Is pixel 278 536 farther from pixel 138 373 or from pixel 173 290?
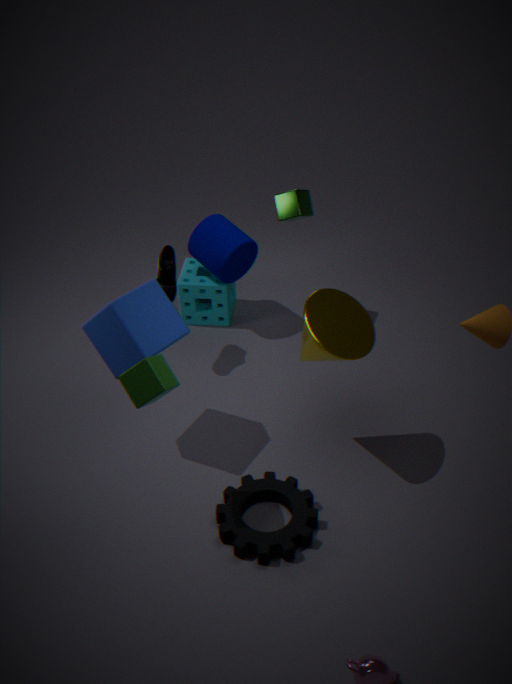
pixel 173 290
